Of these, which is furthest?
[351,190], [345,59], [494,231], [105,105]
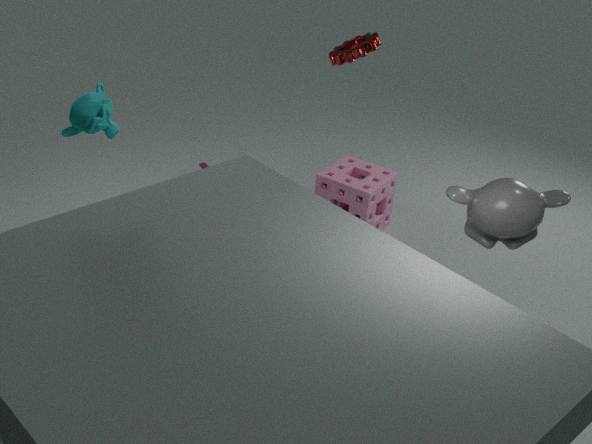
[351,190]
